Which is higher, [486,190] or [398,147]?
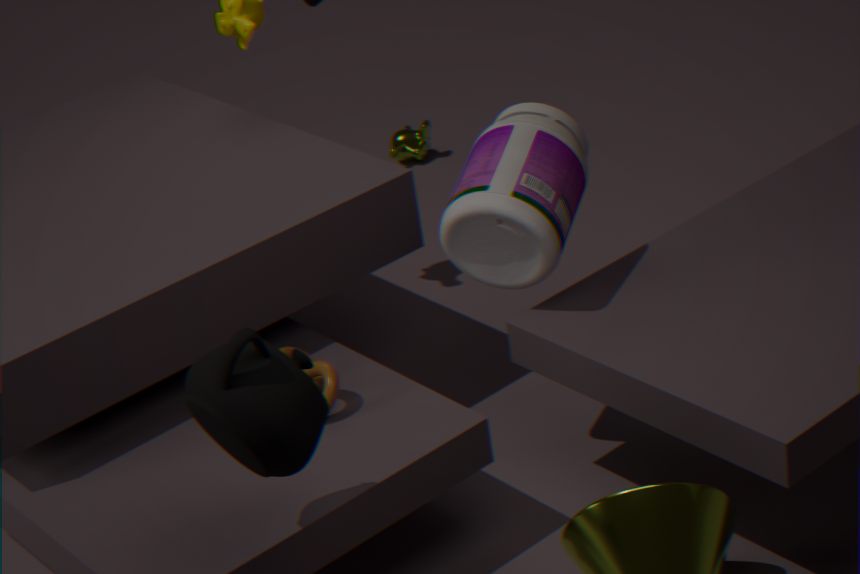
[486,190]
